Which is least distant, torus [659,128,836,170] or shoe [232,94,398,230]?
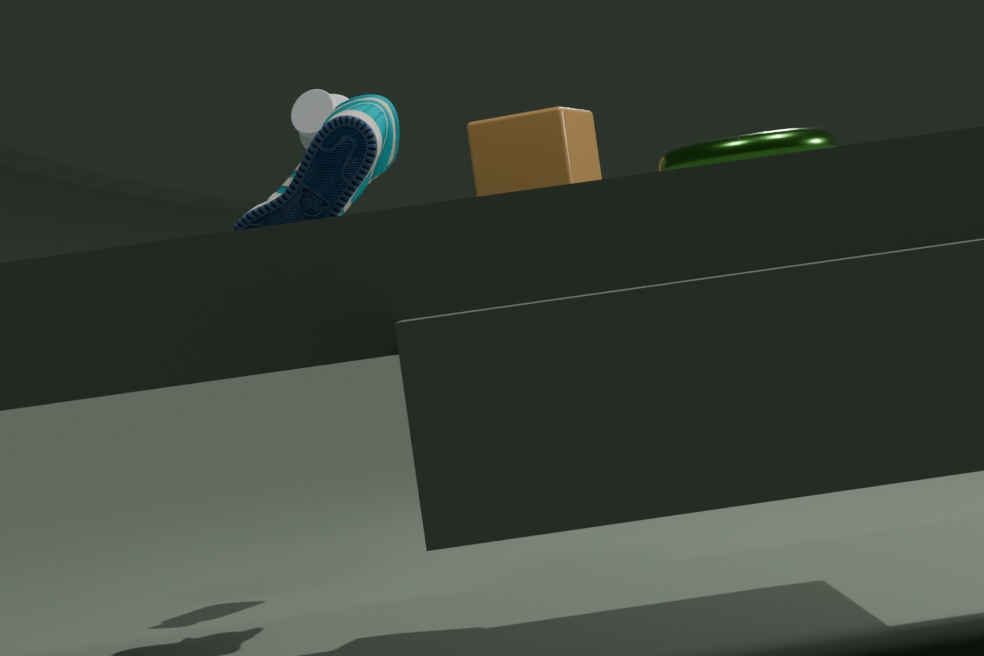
torus [659,128,836,170]
